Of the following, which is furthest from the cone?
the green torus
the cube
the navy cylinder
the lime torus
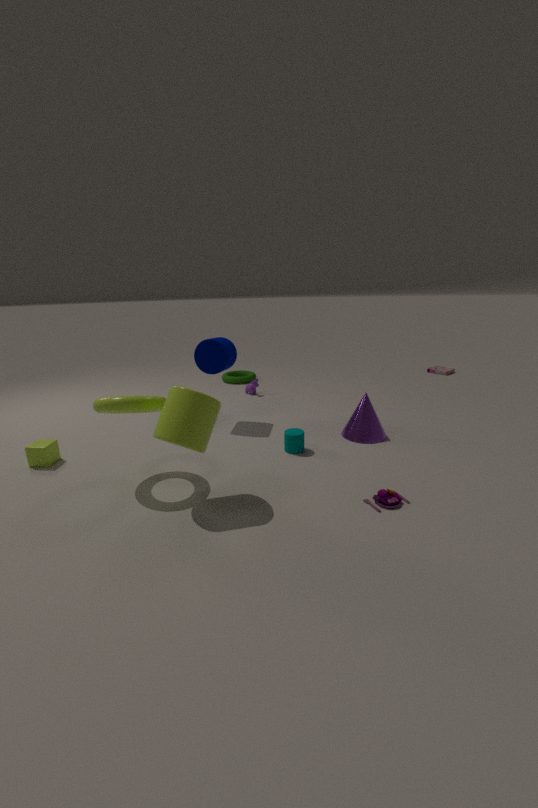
the cube
